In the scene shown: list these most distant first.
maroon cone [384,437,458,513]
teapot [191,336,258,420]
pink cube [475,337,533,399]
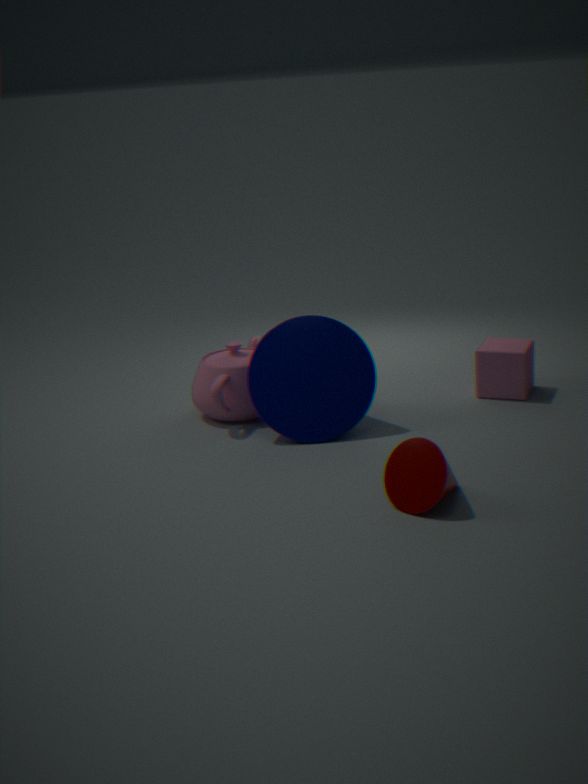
1. pink cube [475,337,533,399]
2. teapot [191,336,258,420]
3. maroon cone [384,437,458,513]
